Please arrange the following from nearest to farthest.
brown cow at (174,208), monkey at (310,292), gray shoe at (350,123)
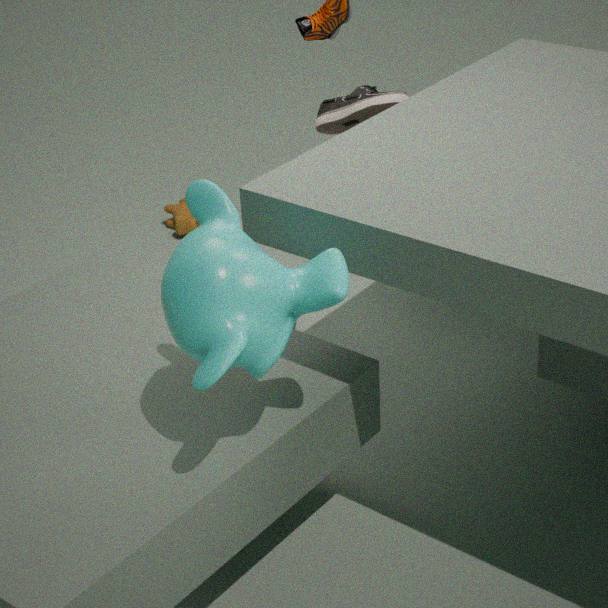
monkey at (310,292), gray shoe at (350,123), brown cow at (174,208)
